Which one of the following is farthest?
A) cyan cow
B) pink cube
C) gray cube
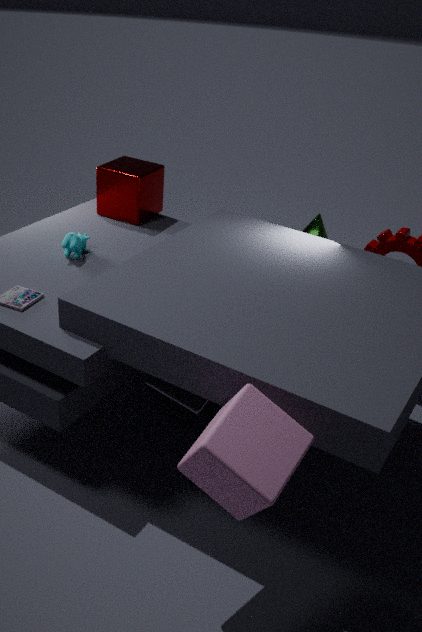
cyan cow
